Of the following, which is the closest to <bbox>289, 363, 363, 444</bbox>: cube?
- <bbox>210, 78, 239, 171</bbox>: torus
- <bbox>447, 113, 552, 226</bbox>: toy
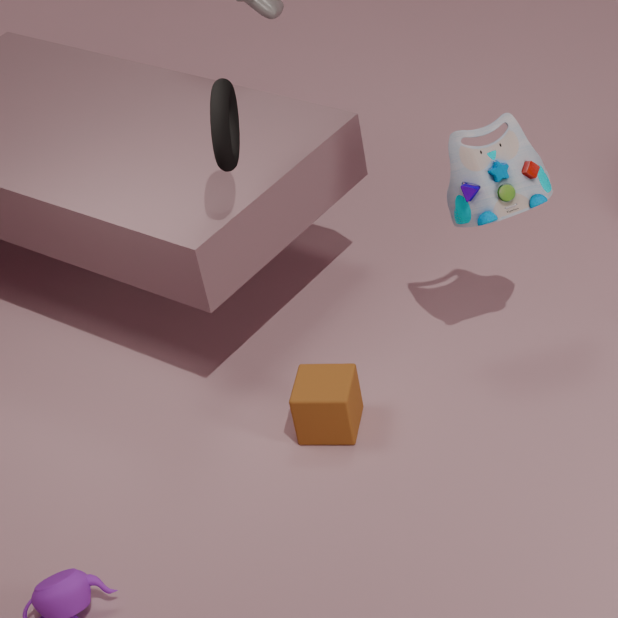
<bbox>447, 113, 552, 226</bbox>: toy
